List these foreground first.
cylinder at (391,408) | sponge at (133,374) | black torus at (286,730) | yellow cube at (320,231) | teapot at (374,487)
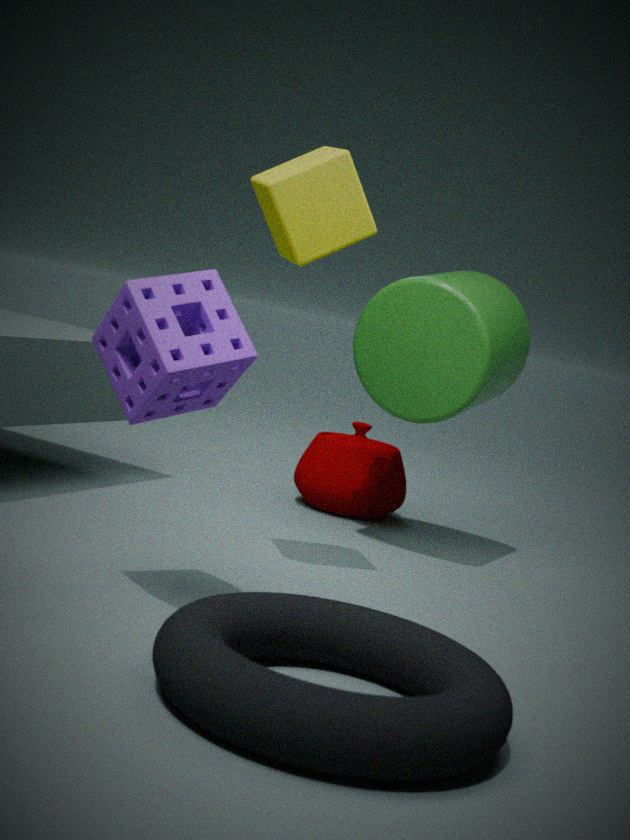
black torus at (286,730), sponge at (133,374), yellow cube at (320,231), cylinder at (391,408), teapot at (374,487)
